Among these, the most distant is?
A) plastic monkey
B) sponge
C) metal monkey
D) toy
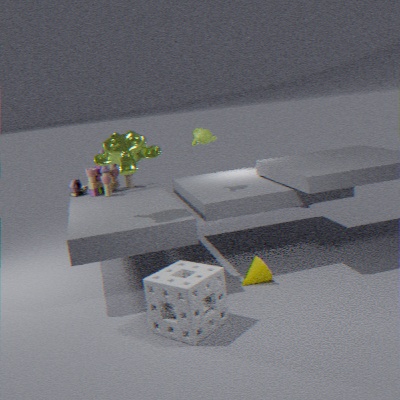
toy
